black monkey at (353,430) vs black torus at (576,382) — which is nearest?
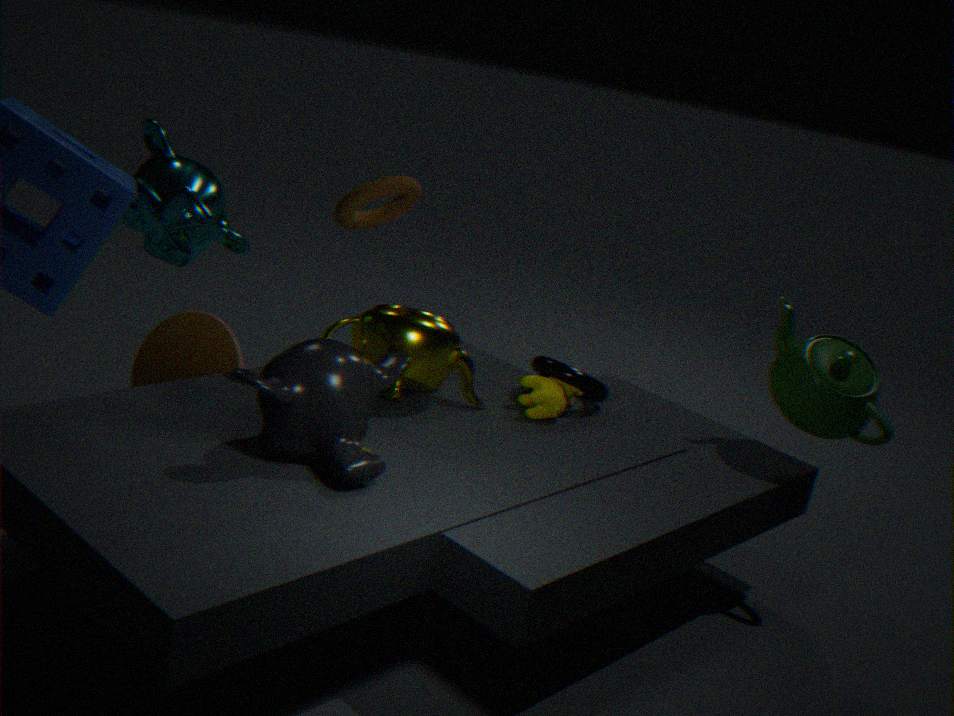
black monkey at (353,430)
